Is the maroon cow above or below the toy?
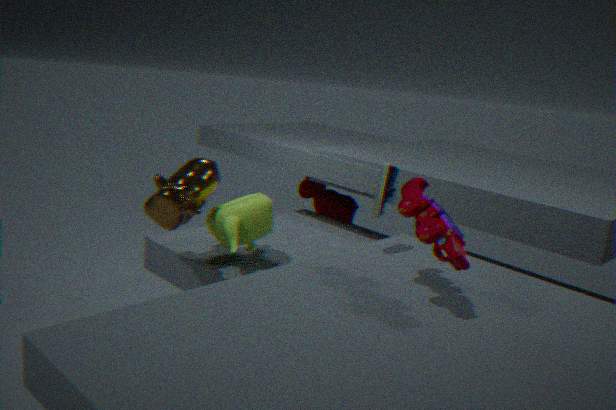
below
